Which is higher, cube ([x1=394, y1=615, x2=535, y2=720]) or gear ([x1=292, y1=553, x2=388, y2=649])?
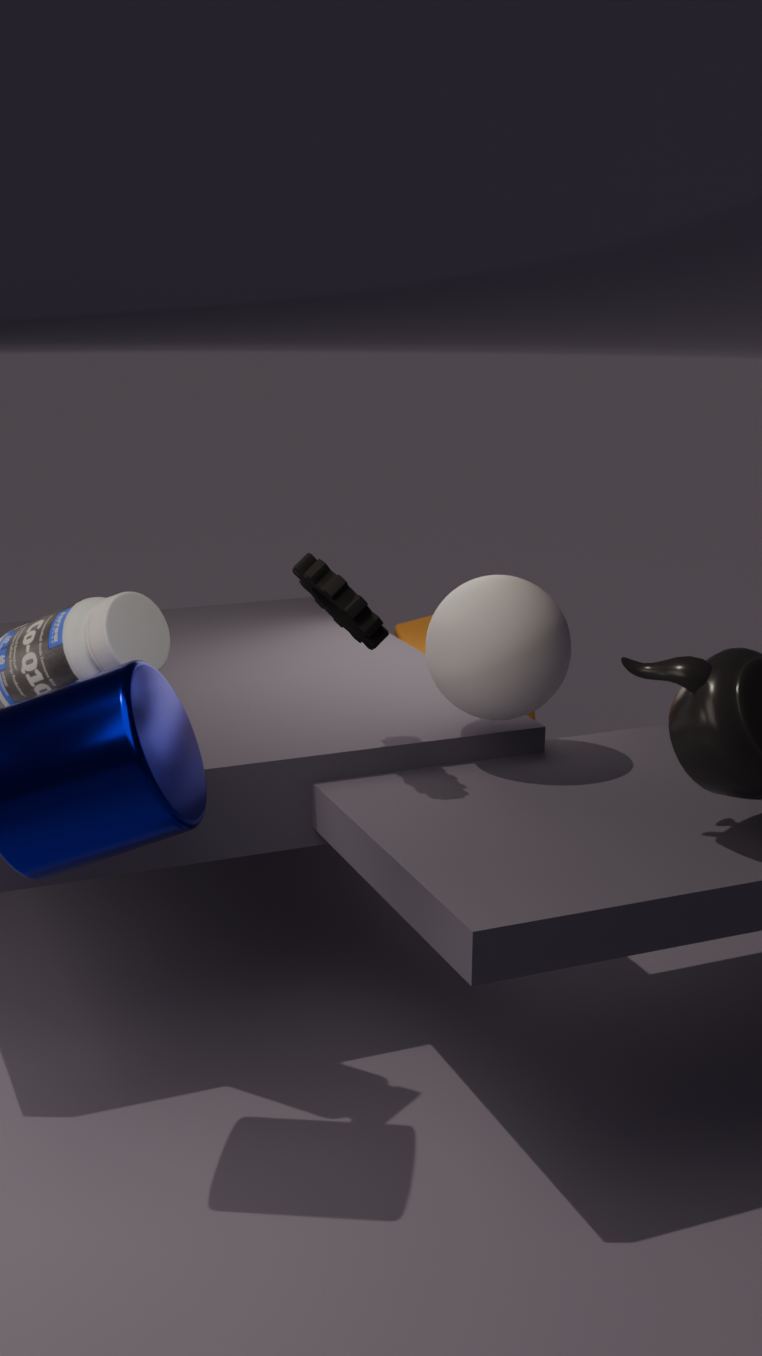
gear ([x1=292, y1=553, x2=388, y2=649])
